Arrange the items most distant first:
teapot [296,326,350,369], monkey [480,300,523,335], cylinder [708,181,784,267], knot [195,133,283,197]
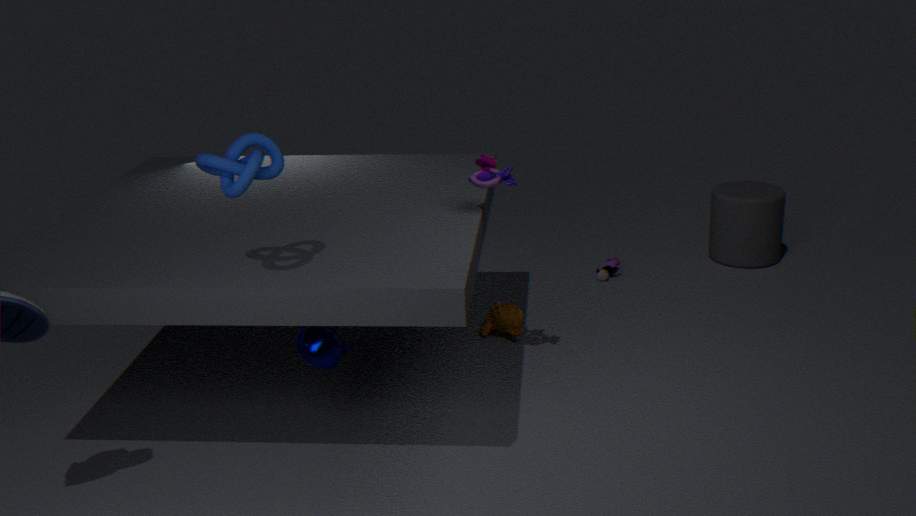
cylinder [708,181,784,267], monkey [480,300,523,335], teapot [296,326,350,369], knot [195,133,283,197]
